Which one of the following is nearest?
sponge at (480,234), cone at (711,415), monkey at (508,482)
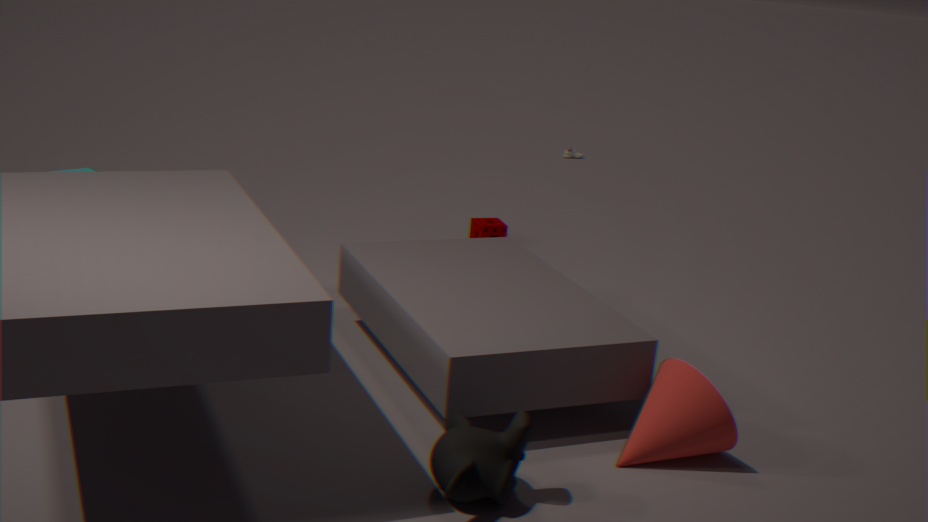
monkey at (508,482)
